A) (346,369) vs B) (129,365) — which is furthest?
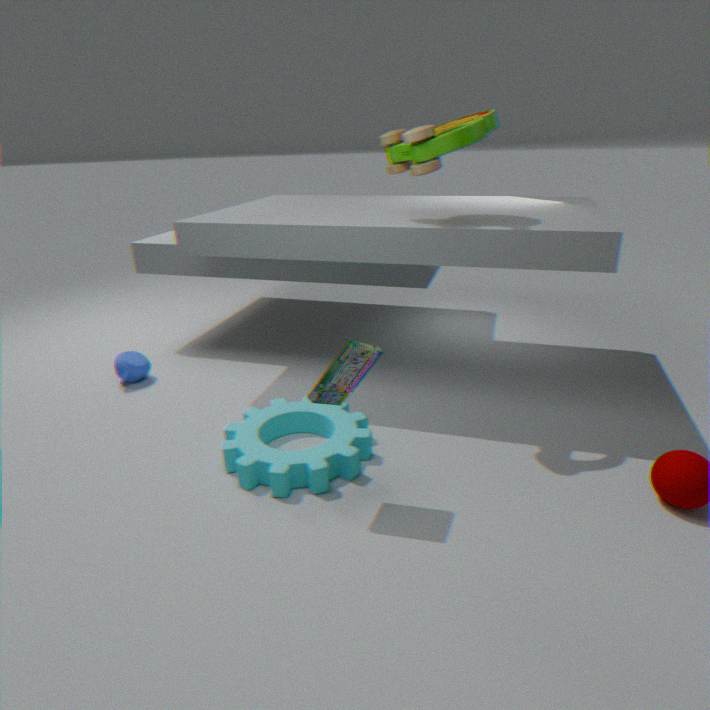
B. (129,365)
